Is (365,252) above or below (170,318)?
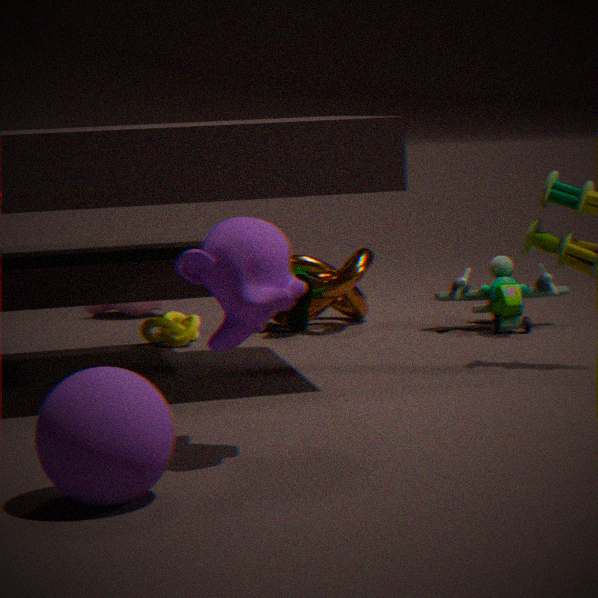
above
